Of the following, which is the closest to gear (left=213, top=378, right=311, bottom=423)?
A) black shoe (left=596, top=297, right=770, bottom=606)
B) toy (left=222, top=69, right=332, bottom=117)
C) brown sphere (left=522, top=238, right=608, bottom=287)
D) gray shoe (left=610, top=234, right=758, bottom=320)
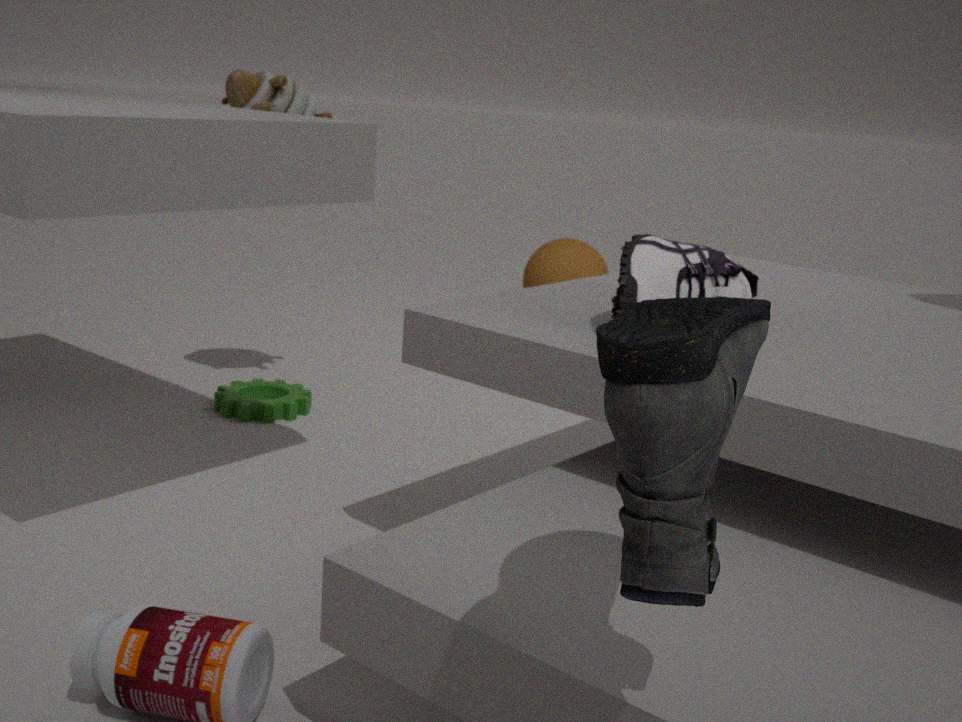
toy (left=222, top=69, right=332, bottom=117)
